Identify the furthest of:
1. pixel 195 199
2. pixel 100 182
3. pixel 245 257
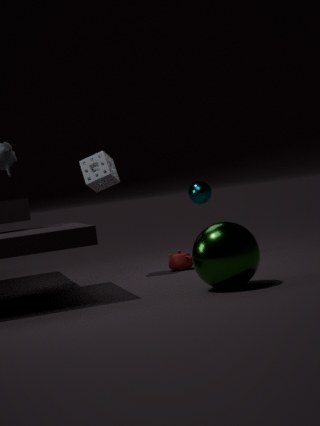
pixel 195 199
